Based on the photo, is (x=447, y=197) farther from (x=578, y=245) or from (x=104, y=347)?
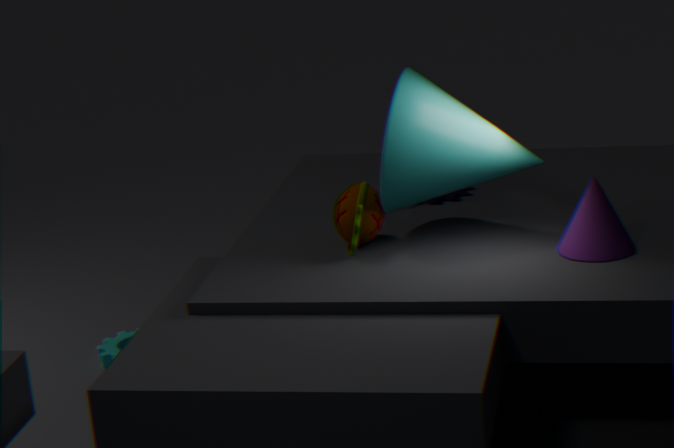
(x=104, y=347)
